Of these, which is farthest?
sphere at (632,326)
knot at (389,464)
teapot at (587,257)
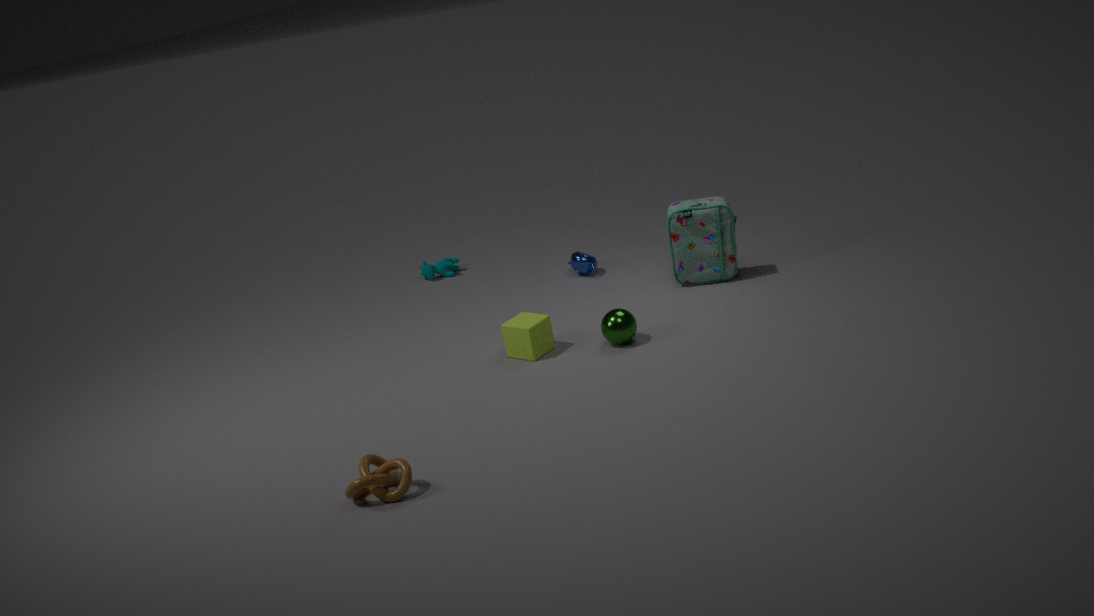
teapot at (587,257)
